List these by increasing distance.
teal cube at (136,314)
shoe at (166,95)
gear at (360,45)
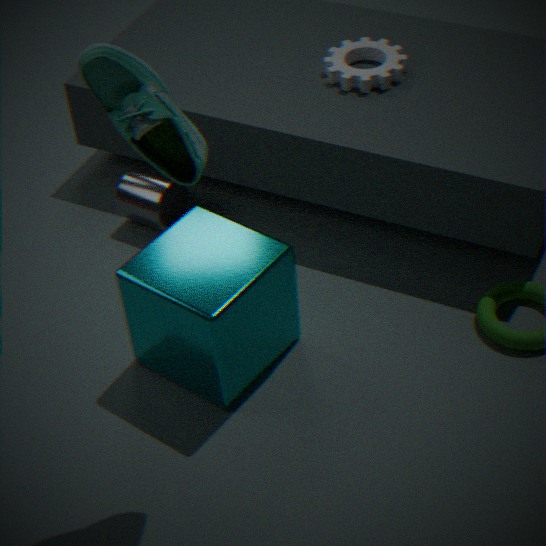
shoe at (166,95) → teal cube at (136,314) → gear at (360,45)
